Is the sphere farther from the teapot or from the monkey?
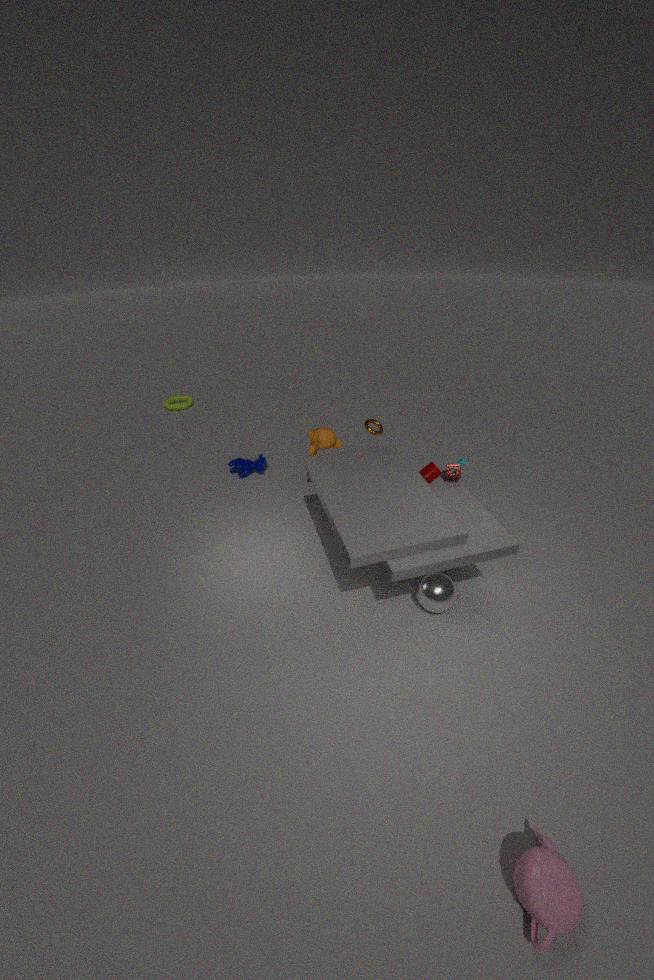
the monkey
